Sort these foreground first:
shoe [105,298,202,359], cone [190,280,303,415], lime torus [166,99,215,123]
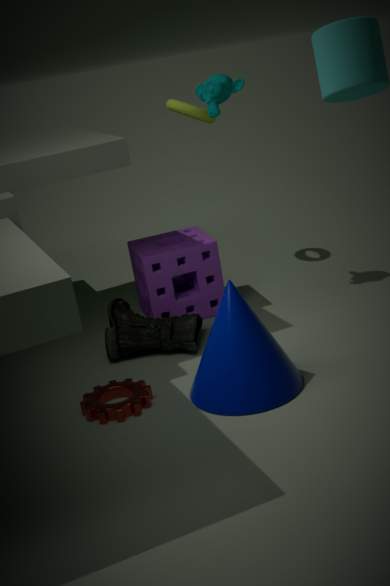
cone [190,280,303,415] → shoe [105,298,202,359] → lime torus [166,99,215,123]
